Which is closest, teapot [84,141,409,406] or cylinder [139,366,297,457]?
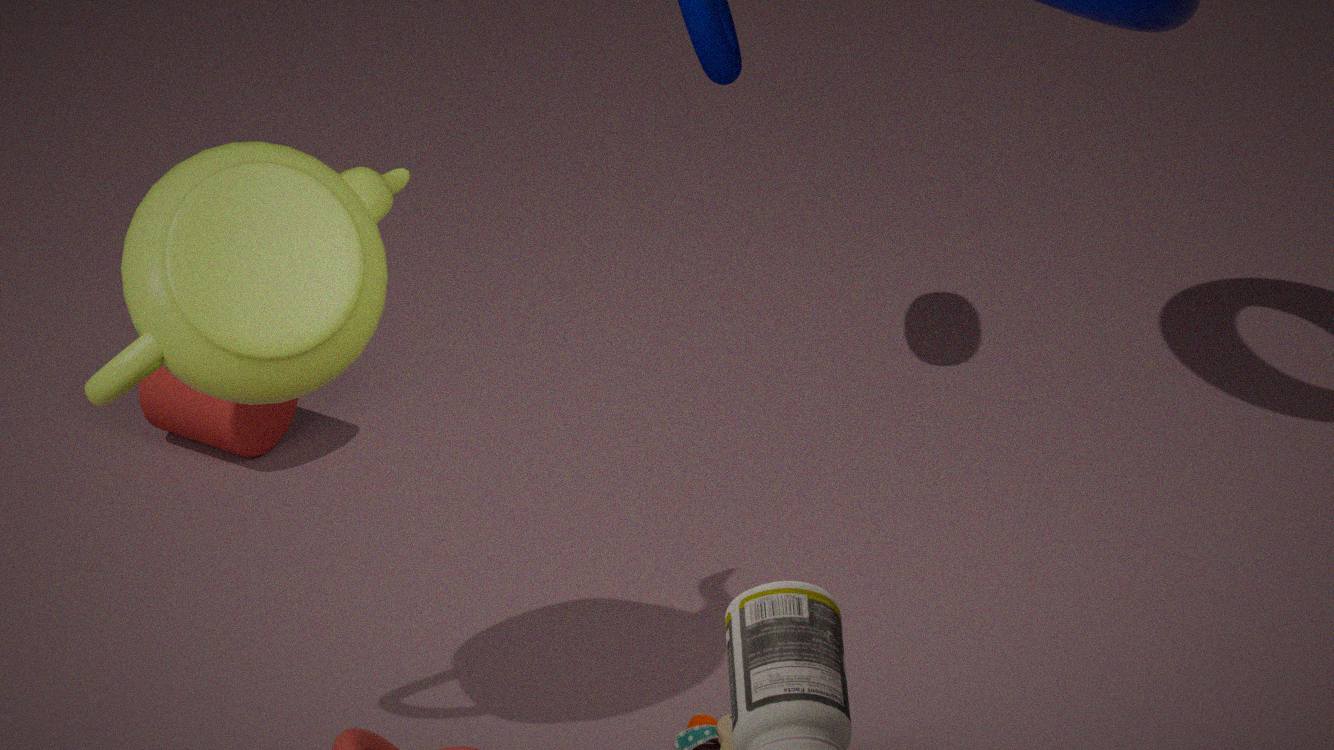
teapot [84,141,409,406]
